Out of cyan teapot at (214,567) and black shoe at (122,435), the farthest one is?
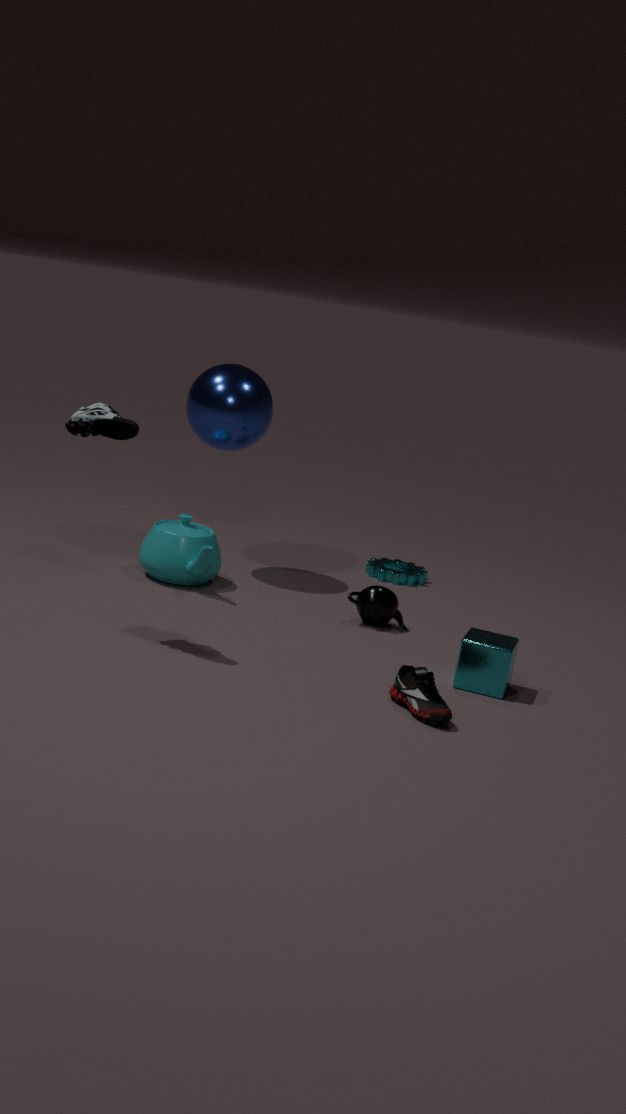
cyan teapot at (214,567)
